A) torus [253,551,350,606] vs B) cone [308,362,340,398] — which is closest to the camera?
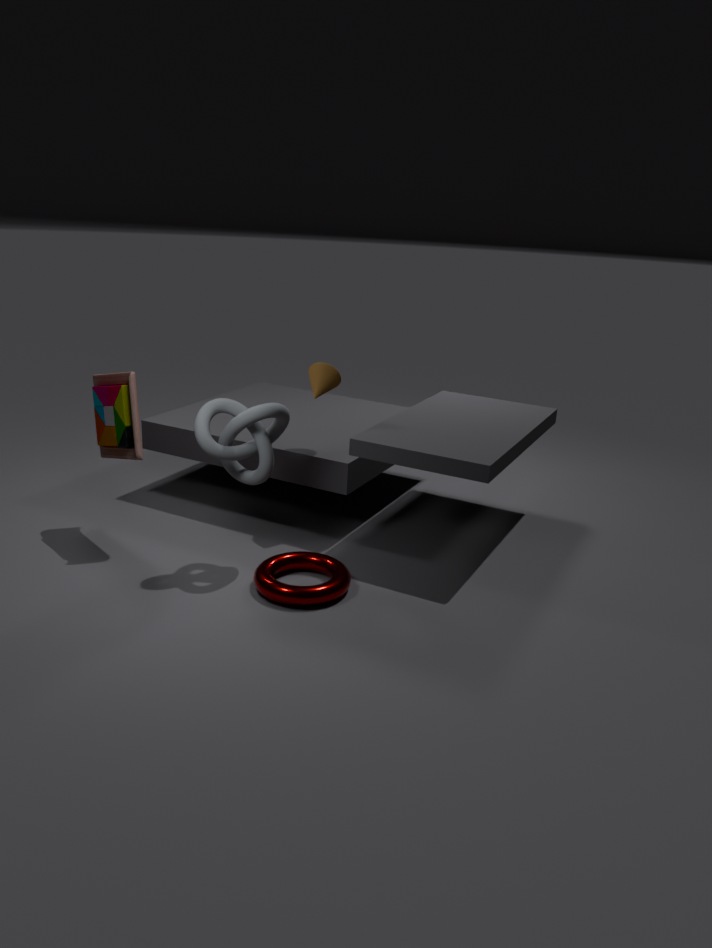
A. torus [253,551,350,606]
